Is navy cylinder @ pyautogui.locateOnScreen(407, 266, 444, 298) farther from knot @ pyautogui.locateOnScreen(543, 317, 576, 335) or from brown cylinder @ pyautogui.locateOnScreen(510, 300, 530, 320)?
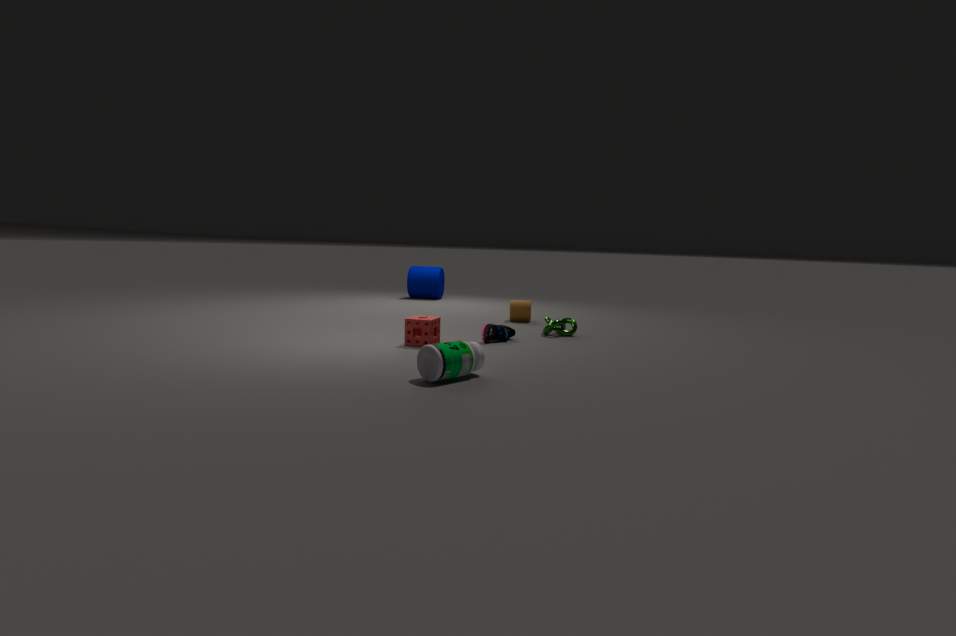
knot @ pyautogui.locateOnScreen(543, 317, 576, 335)
